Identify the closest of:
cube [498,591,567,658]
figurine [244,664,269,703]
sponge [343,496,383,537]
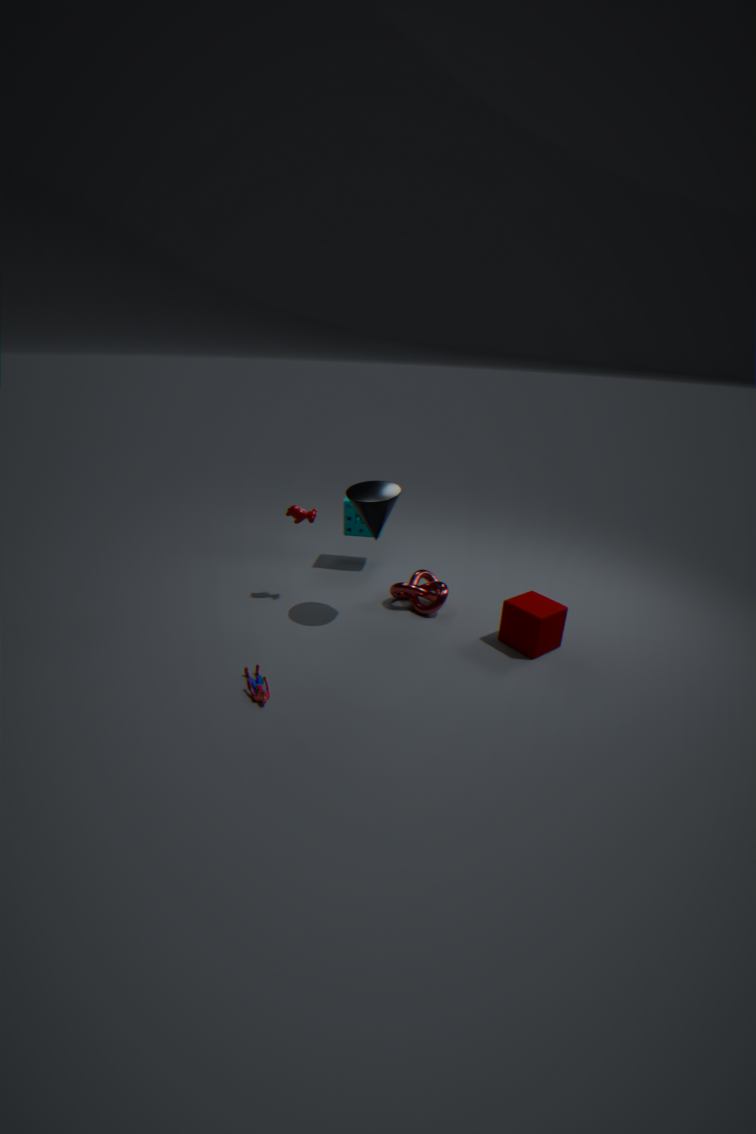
figurine [244,664,269,703]
